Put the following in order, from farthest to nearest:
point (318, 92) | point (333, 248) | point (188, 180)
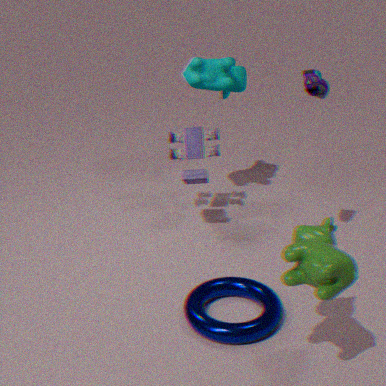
point (188, 180) < point (318, 92) < point (333, 248)
